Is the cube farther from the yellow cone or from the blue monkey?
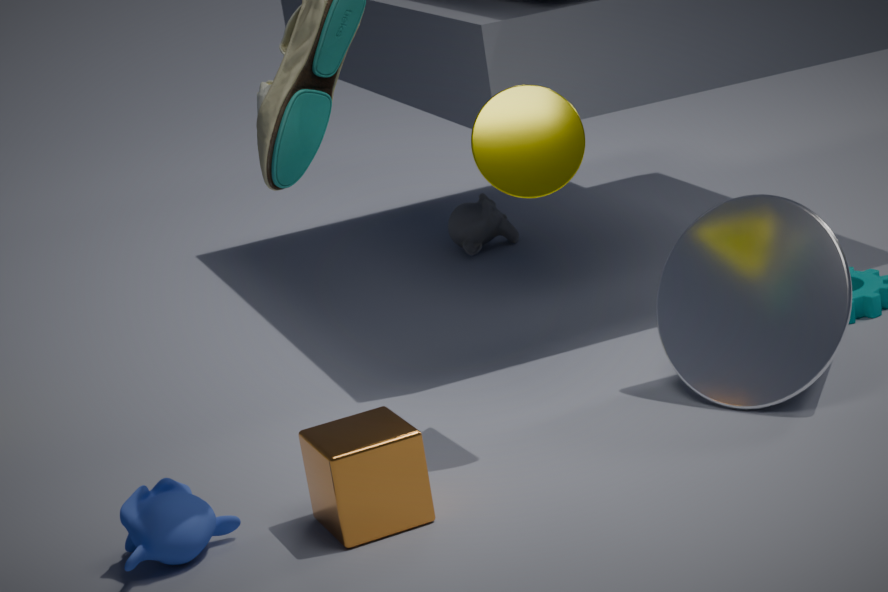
the yellow cone
